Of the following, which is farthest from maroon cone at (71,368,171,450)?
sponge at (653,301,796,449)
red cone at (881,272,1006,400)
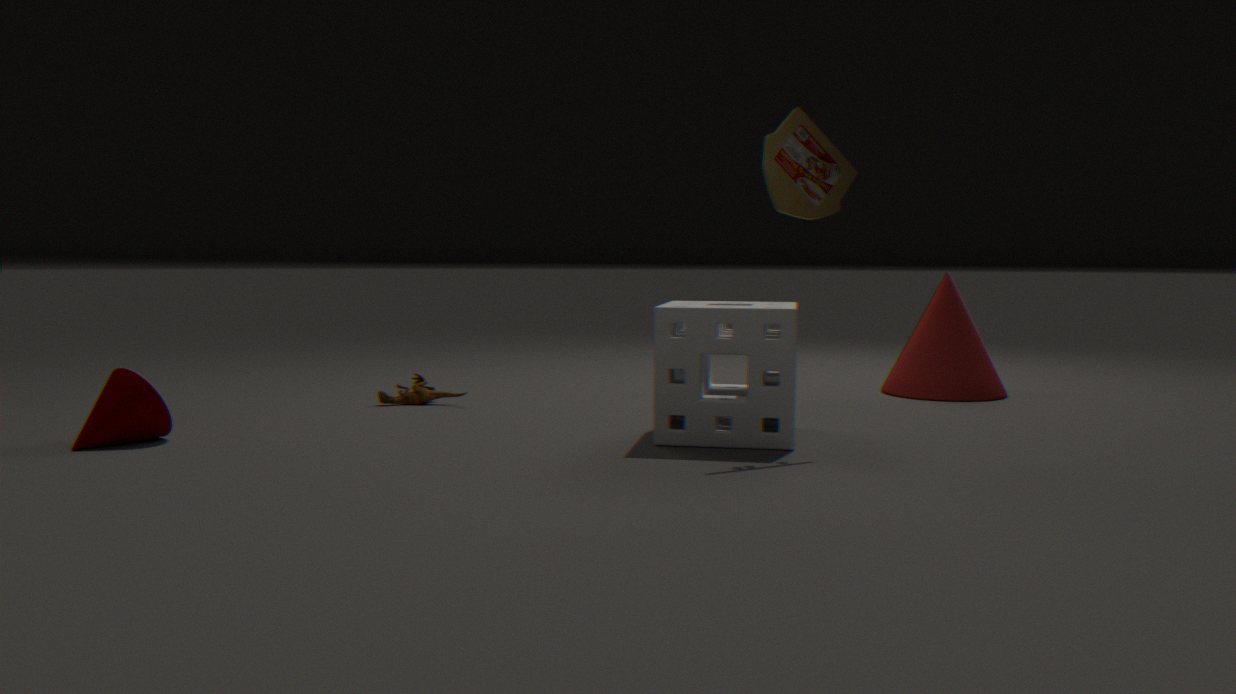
red cone at (881,272,1006,400)
